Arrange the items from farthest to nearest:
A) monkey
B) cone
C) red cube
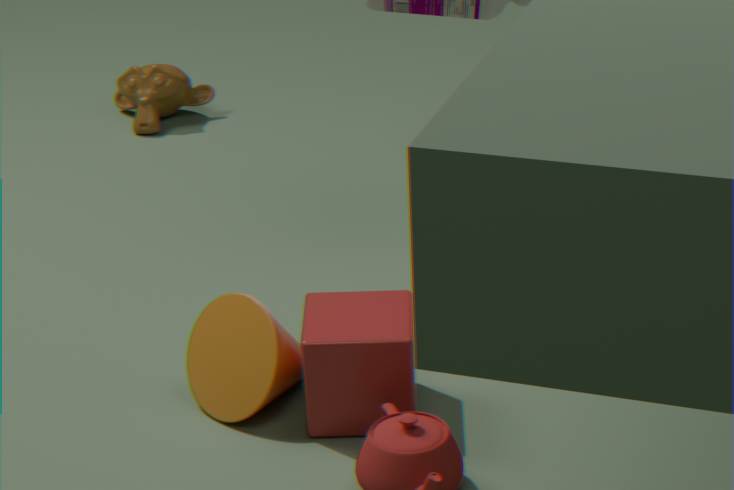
monkey, cone, red cube
